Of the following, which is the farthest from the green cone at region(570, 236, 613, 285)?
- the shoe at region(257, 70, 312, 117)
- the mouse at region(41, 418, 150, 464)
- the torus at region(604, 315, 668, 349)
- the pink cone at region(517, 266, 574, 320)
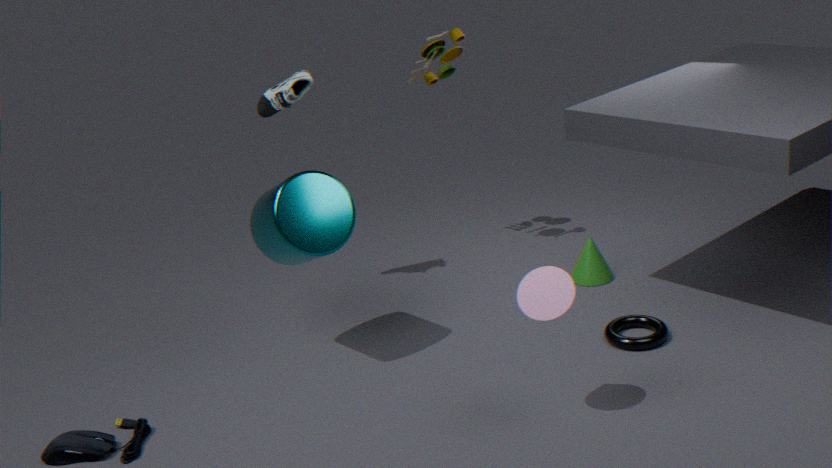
the mouse at region(41, 418, 150, 464)
